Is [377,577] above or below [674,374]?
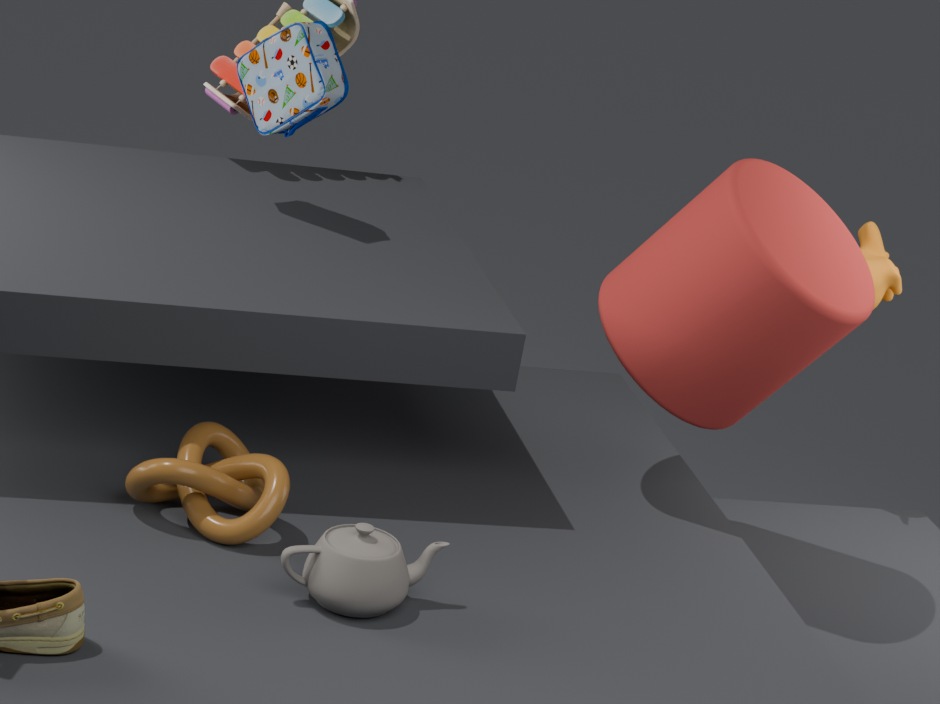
below
